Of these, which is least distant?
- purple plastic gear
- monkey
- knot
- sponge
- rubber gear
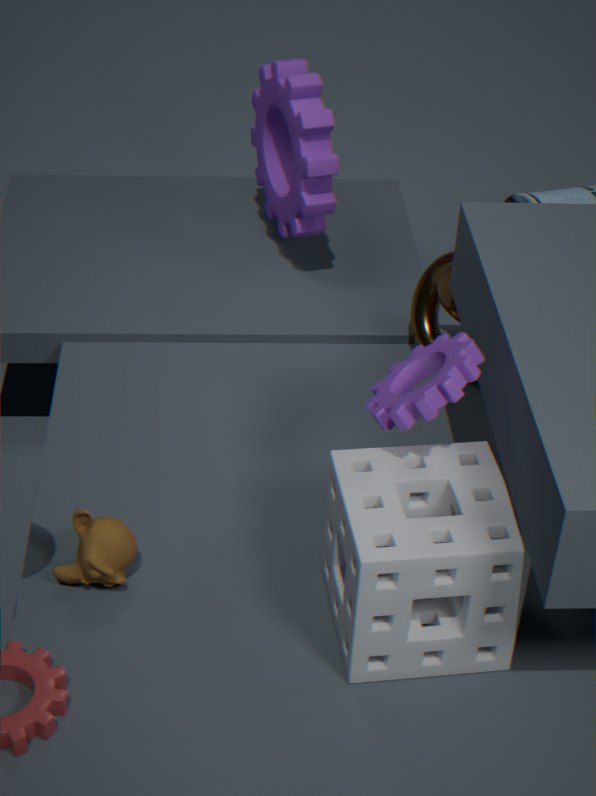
sponge
